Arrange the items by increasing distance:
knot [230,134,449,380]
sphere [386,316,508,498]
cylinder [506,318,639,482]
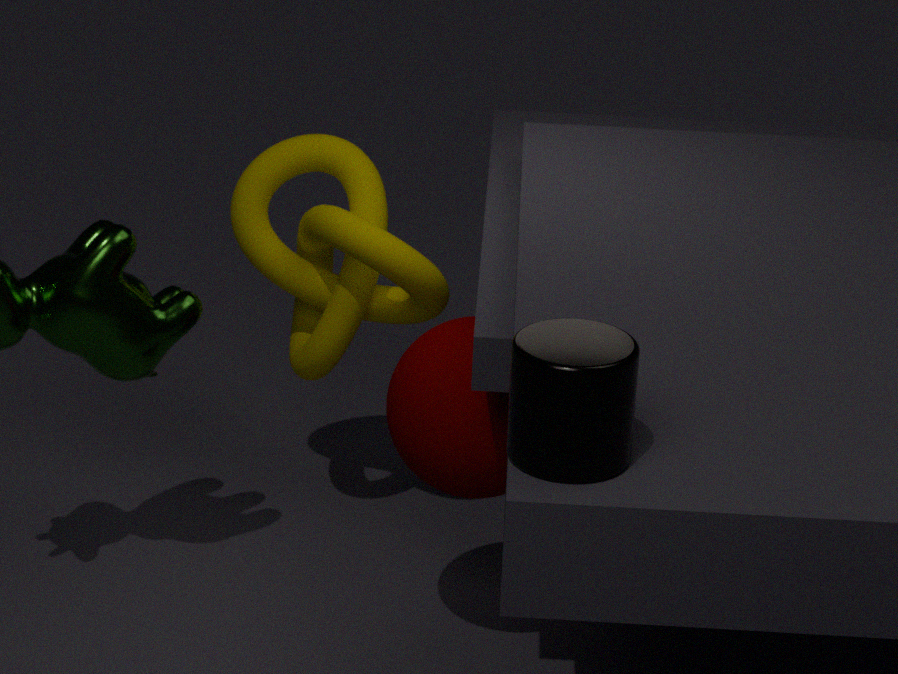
cylinder [506,318,639,482]
sphere [386,316,508,498]
knot [230,134,449,380]
